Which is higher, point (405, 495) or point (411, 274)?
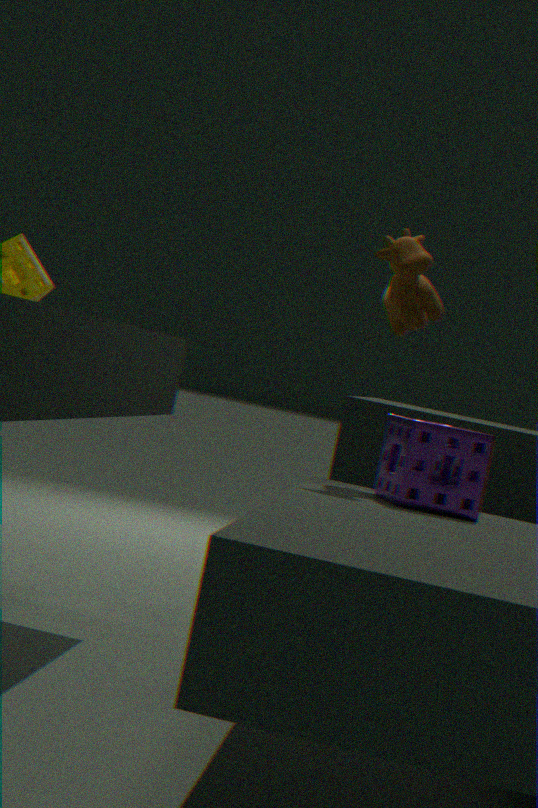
point (411, 274)
